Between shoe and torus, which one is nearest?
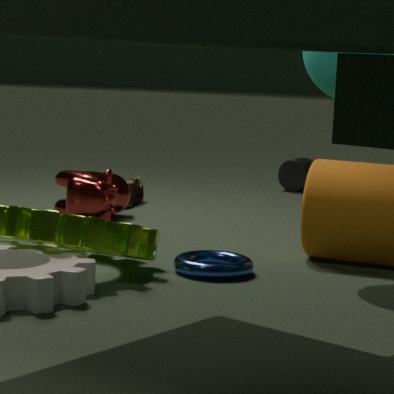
torus
